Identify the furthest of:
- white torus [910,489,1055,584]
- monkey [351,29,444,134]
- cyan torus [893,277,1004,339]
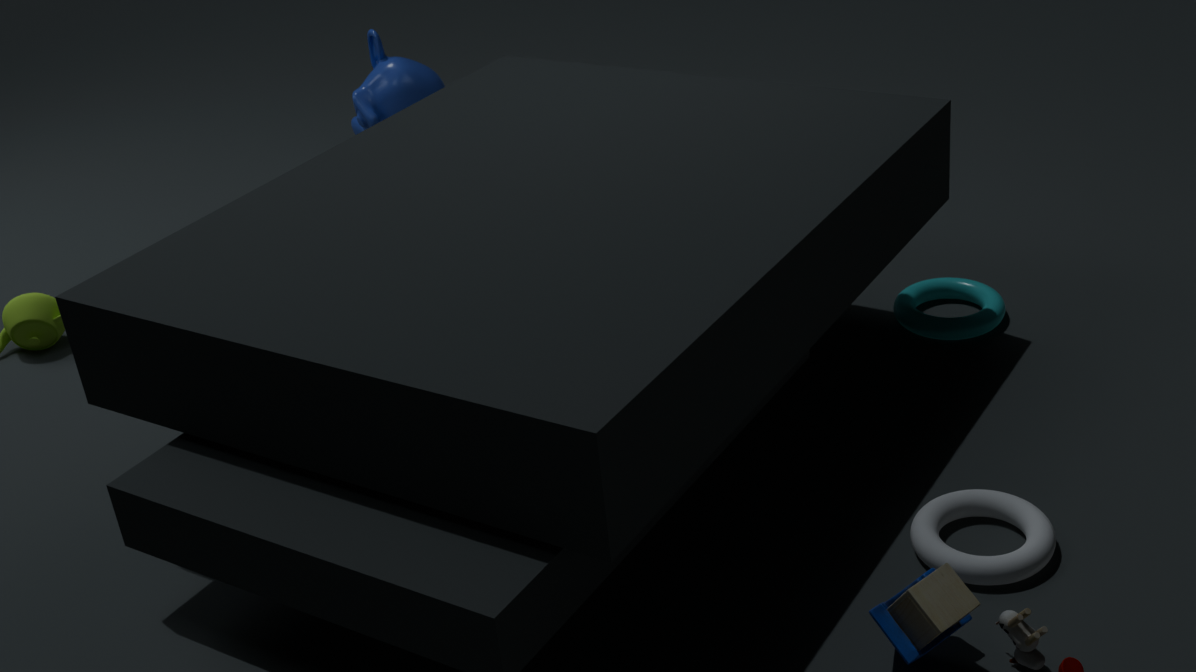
monkey [351,29,444,134]
